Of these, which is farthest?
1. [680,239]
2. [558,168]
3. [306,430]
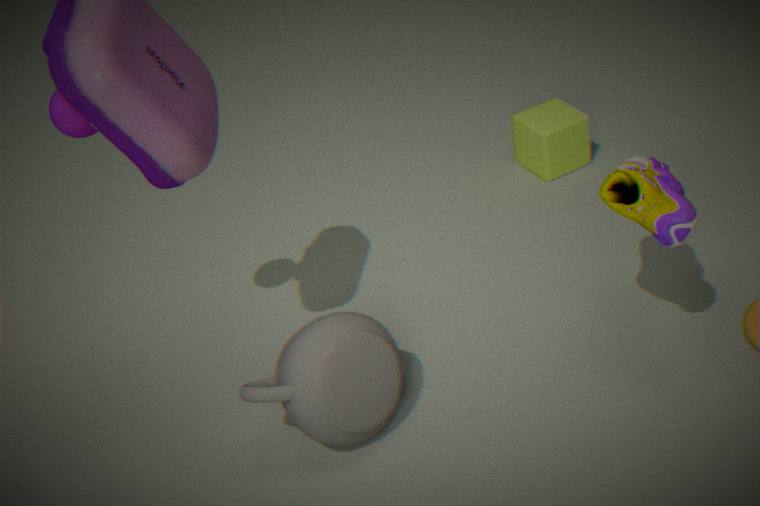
[558,168]
